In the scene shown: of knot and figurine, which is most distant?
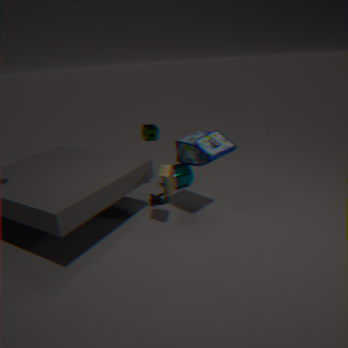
knot
